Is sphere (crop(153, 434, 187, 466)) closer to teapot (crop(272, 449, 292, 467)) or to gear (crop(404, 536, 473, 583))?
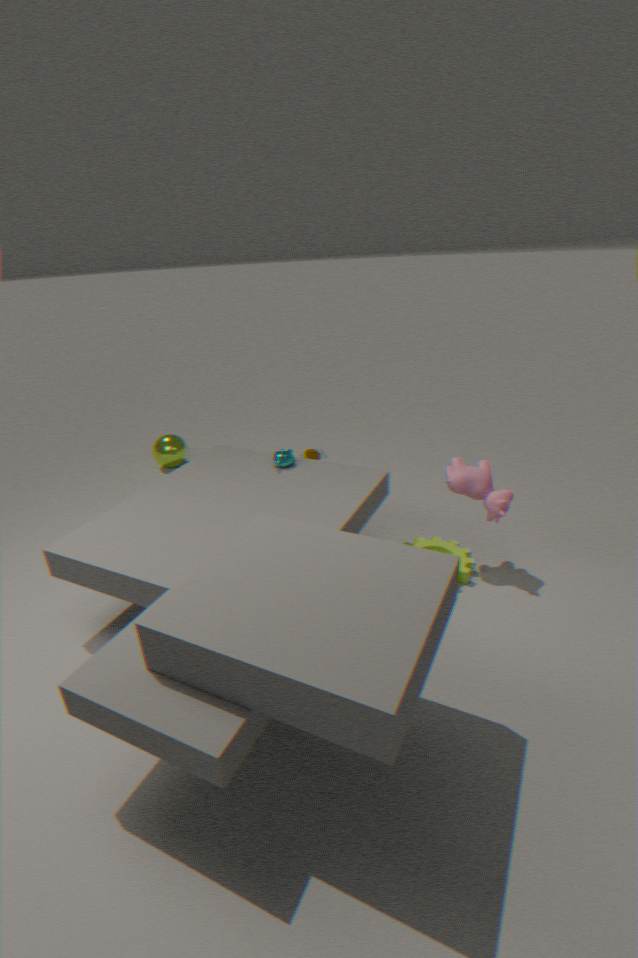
teapot (crop(272, 449, 292, 467))
